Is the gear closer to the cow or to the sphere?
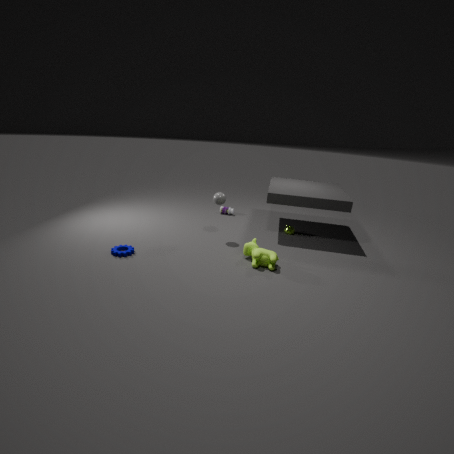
the sphere
